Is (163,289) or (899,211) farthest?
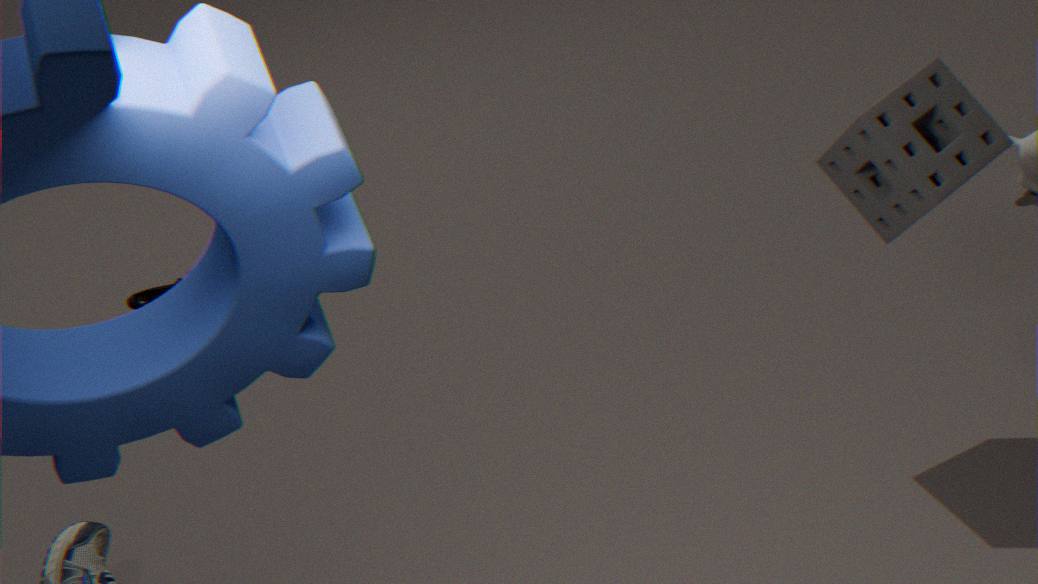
(163,289)
